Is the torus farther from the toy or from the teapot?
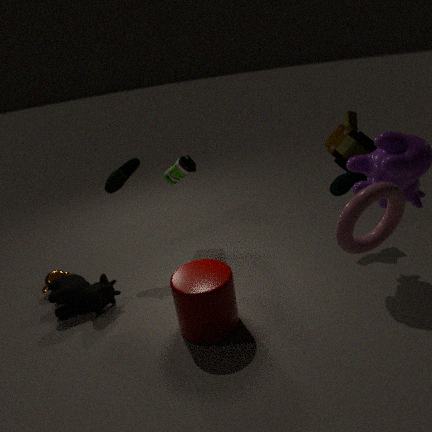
the teapot
